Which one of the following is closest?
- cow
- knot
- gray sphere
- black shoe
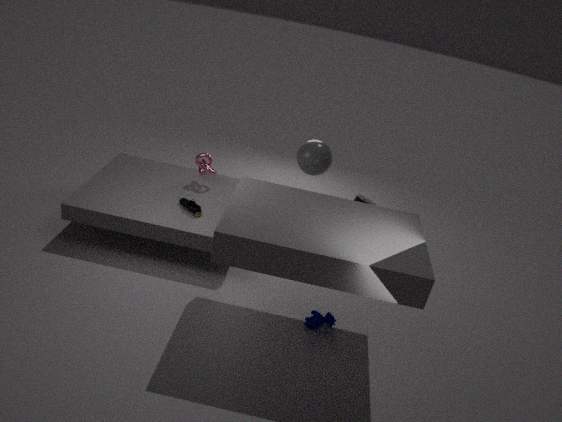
cow
